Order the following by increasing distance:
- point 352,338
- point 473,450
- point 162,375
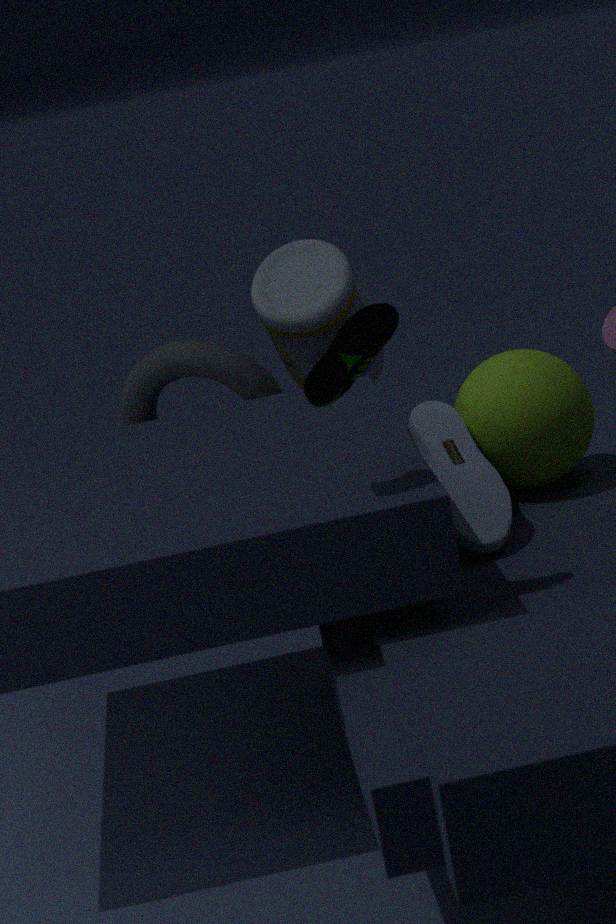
point 352,338 < point 473,450 < point 162,375
